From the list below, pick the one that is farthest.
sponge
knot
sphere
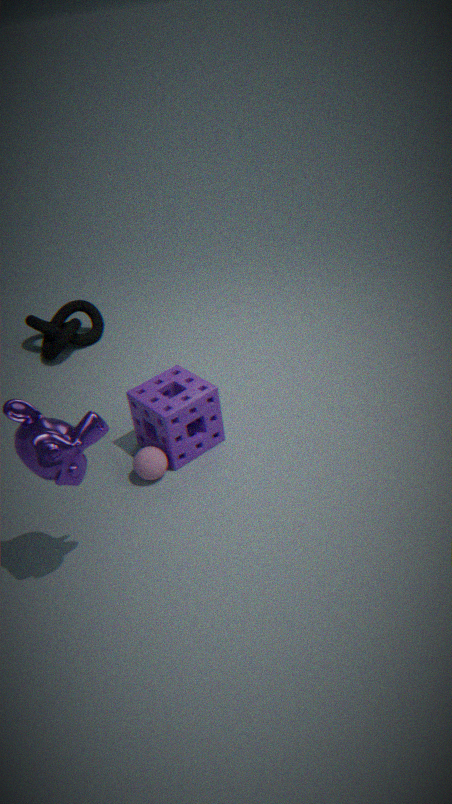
knot
